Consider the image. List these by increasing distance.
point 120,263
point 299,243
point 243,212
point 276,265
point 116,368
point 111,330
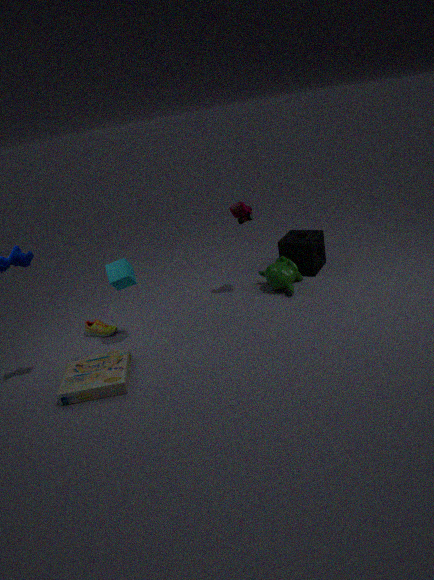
1. point 116,368
2. point 120,263
3. point 243,212
4. point 111,330
5. point 276,265
6. point 299,243
